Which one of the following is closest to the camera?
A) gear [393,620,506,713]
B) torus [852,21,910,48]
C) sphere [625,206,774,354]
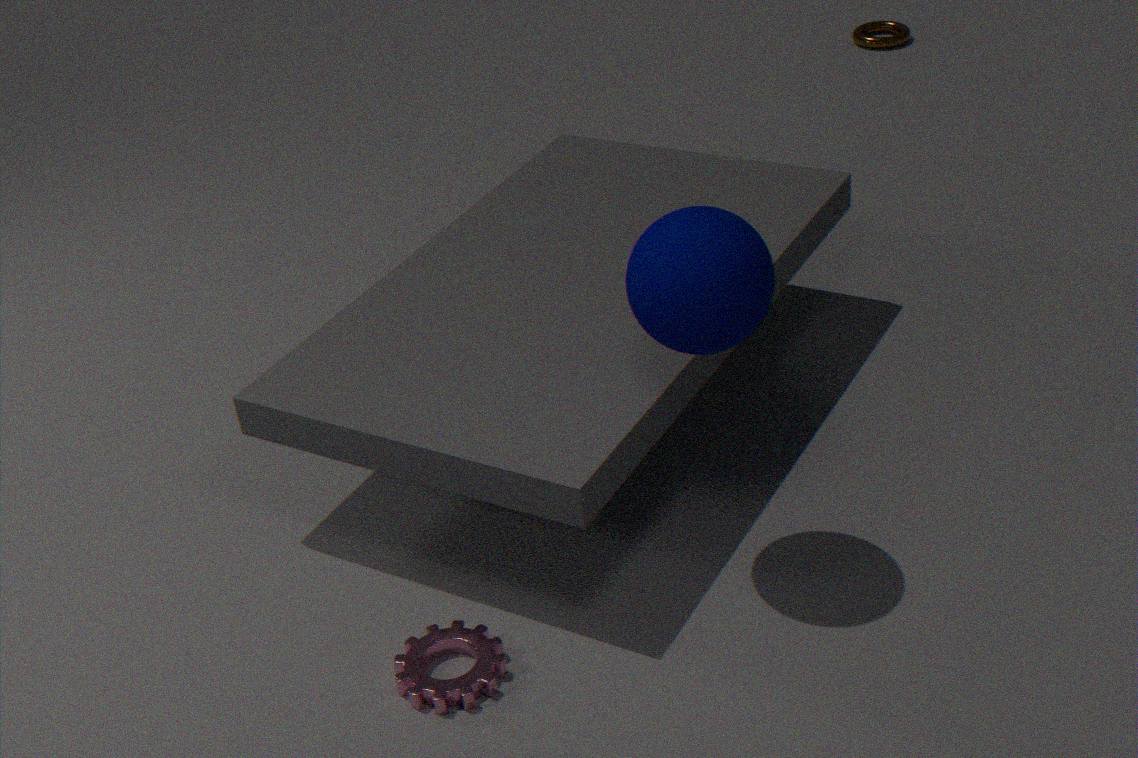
sphere [625,206,774,354]
